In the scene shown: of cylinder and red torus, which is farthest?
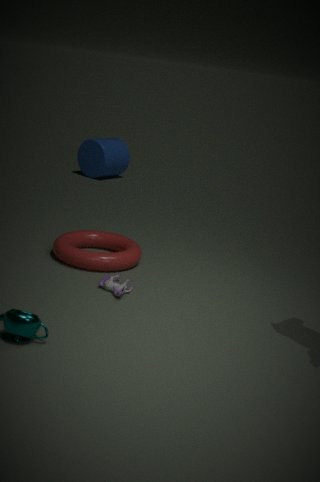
cylinder
